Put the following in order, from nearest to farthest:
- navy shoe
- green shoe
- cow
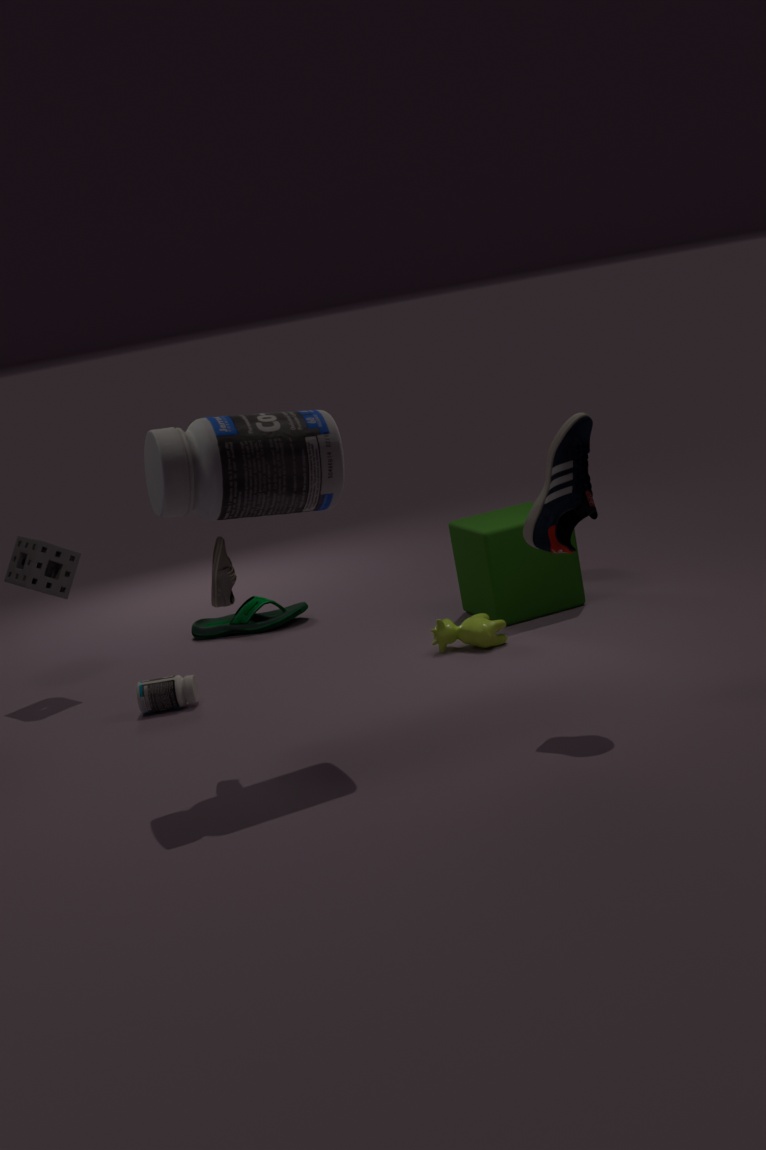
1. navy shoe
2. cow
3. green shoe
